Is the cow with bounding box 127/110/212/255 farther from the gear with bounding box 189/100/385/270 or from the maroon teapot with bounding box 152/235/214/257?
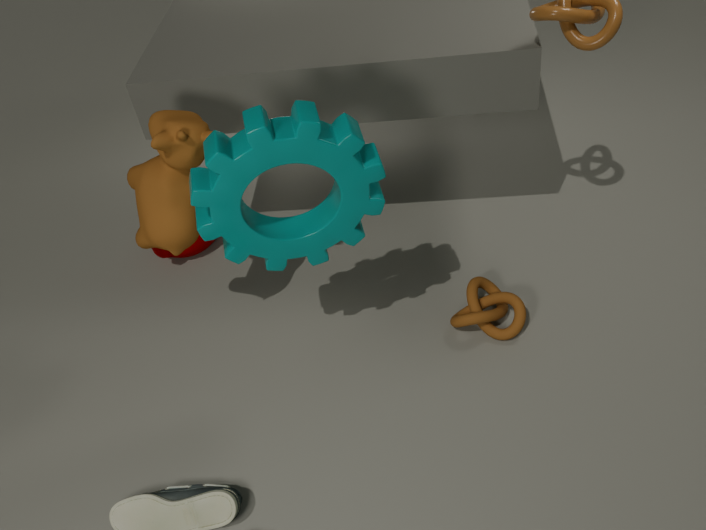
the maroon teapot with bounding box 152/235/214/257
